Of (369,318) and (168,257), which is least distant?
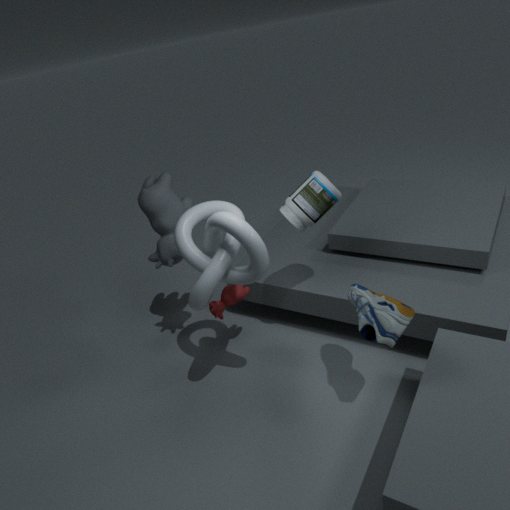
(369,318)
